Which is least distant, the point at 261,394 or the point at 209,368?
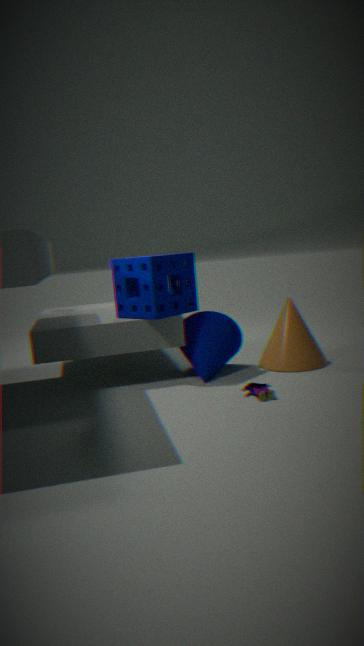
the point at 261,394
